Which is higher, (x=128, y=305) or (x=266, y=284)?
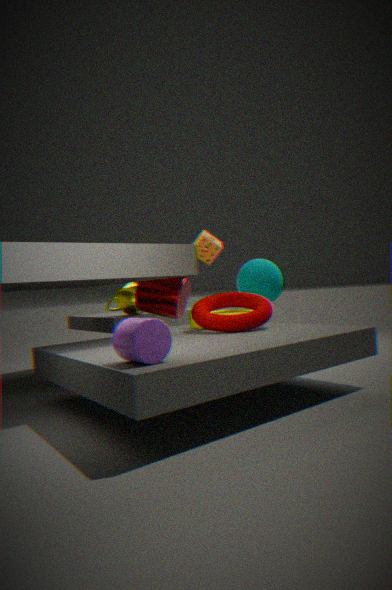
(x=266, y=284)
